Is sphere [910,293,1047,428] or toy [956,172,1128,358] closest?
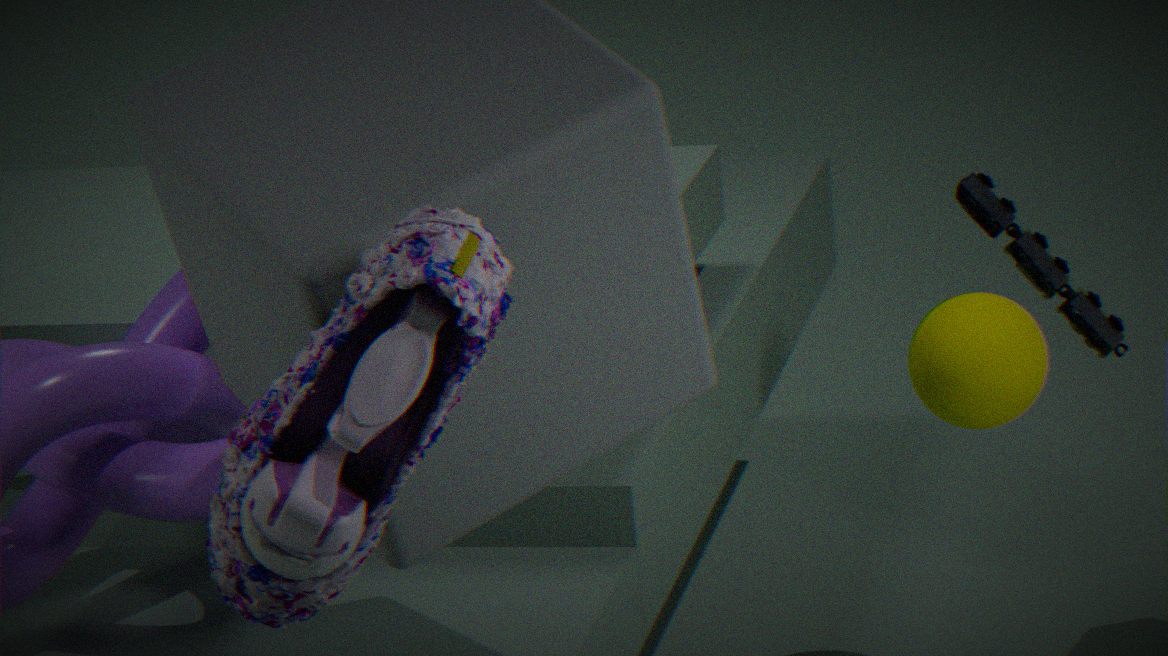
toy [956,172,1128,358]
